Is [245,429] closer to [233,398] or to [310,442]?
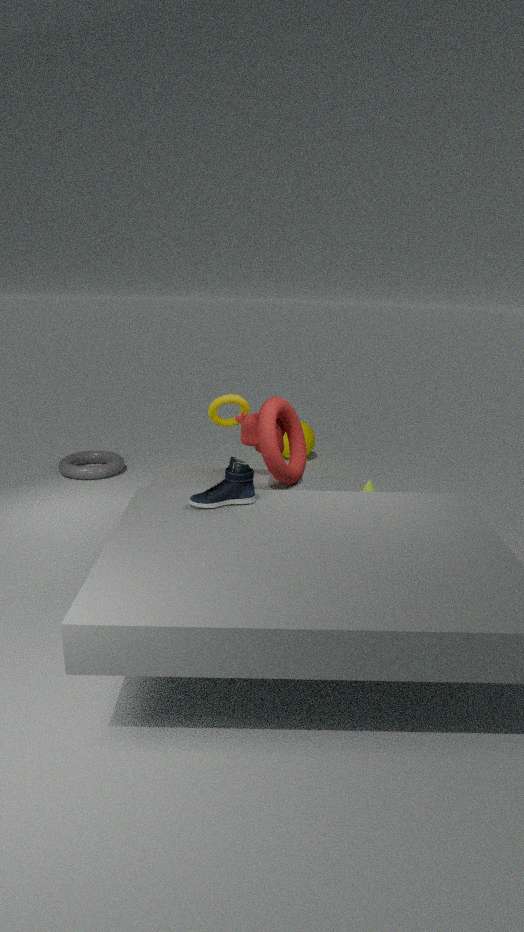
[233,398]
